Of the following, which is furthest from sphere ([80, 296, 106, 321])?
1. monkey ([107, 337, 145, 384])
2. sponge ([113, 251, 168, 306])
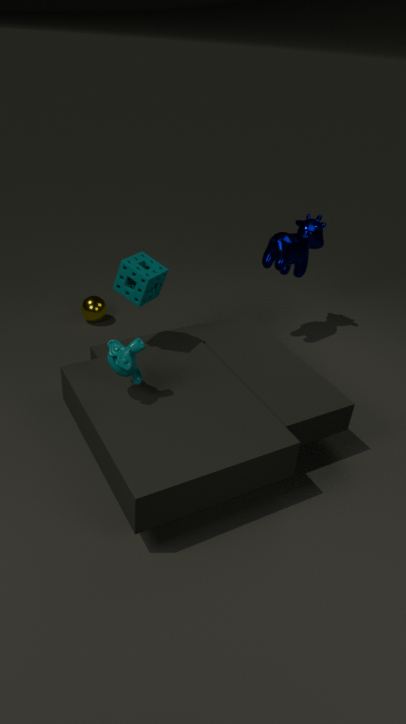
monkey ([107, 337, 145, 384])
